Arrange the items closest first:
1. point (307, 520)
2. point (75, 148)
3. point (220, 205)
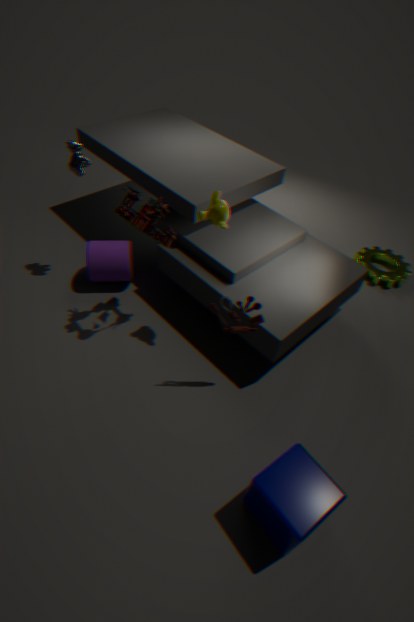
point (307, 520) < point (220, 205) < point (75, 148)
